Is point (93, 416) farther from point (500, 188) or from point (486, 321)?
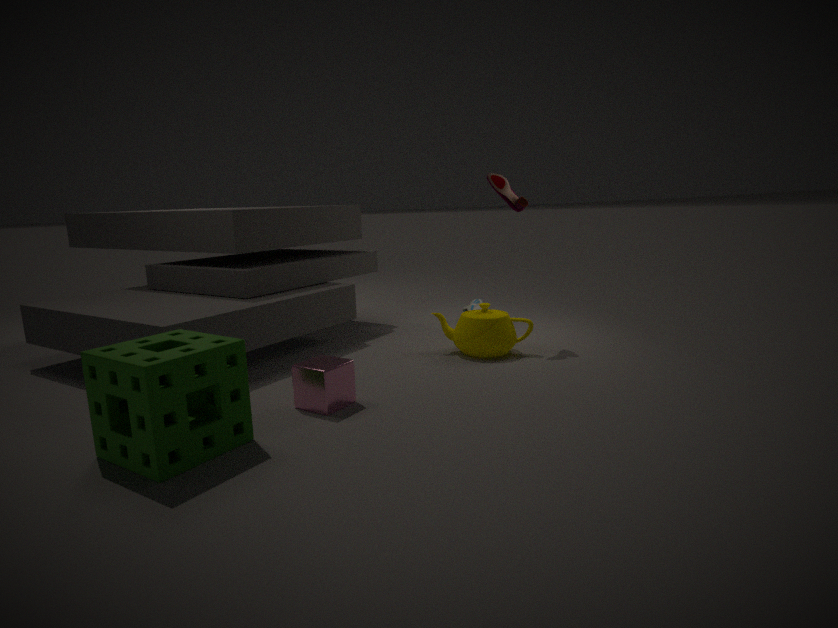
point (500, 188)
